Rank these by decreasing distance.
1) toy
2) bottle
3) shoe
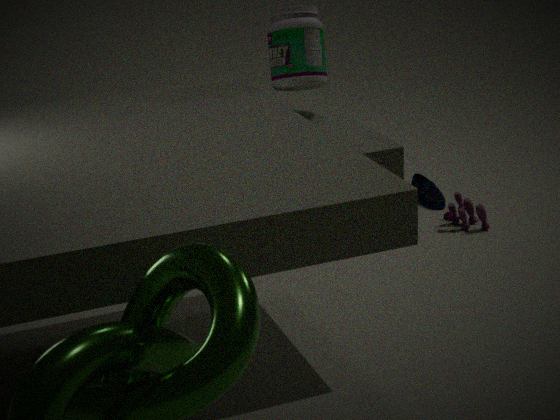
3. shoe
1. toy
2. bottle
